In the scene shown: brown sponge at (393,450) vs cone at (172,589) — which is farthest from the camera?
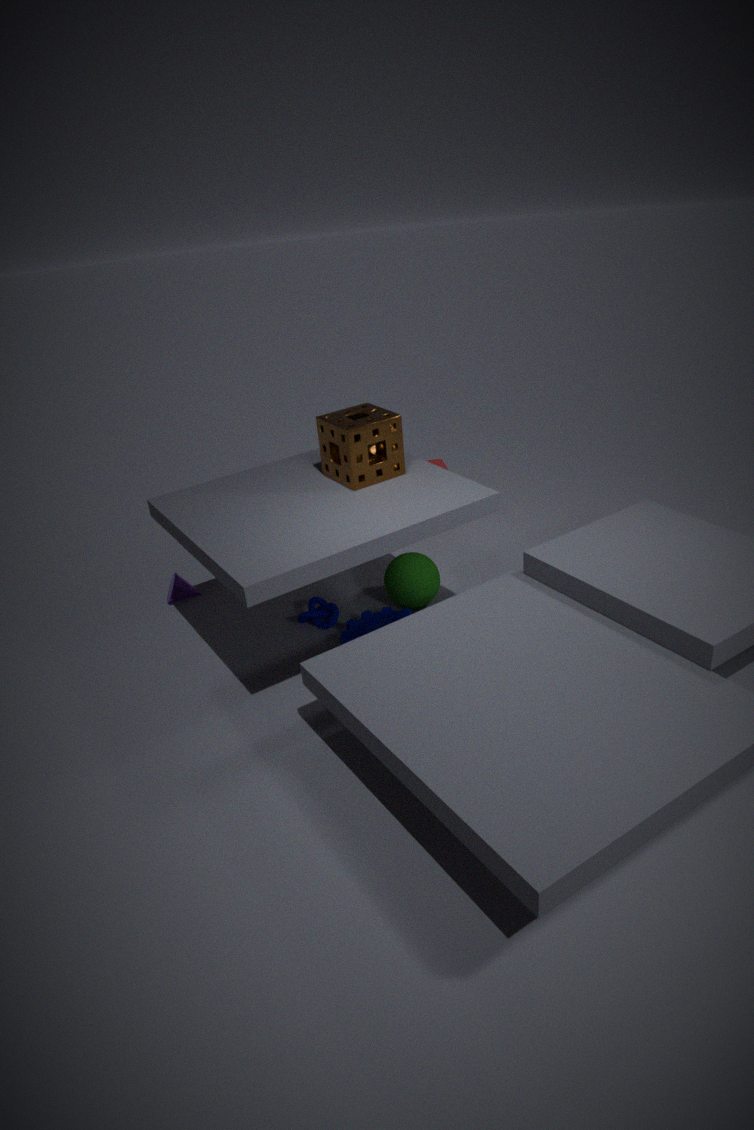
cone at (172,589)
